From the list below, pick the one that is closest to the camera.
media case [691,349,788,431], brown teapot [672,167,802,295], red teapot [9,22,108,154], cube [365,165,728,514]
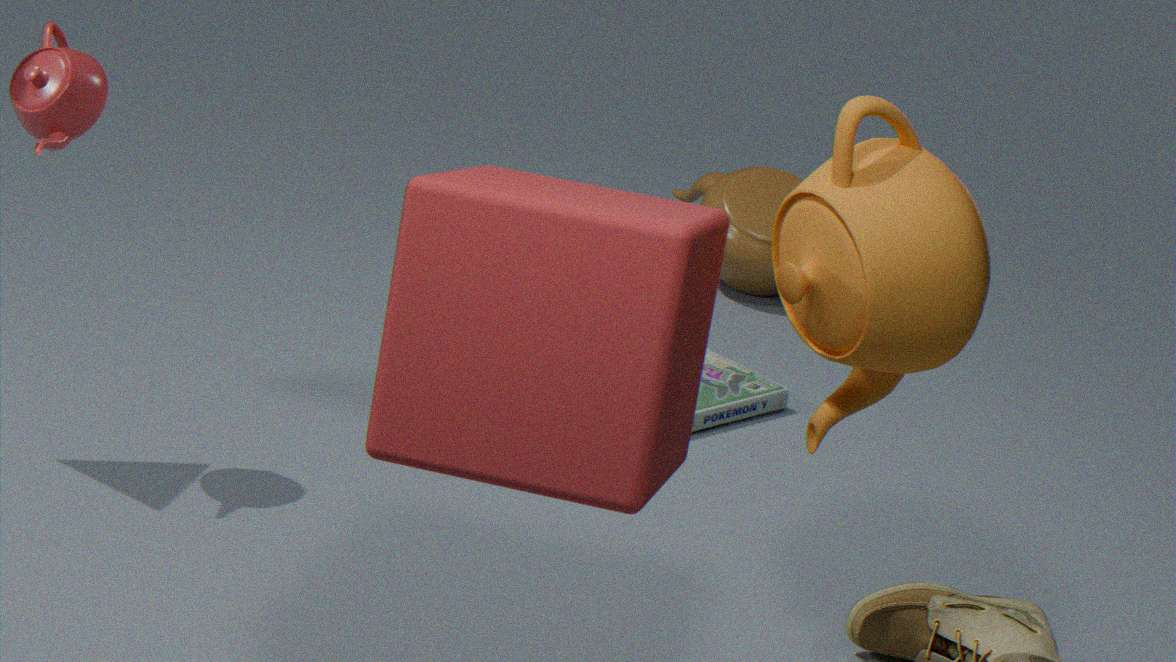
cube [365,165,728,514]
